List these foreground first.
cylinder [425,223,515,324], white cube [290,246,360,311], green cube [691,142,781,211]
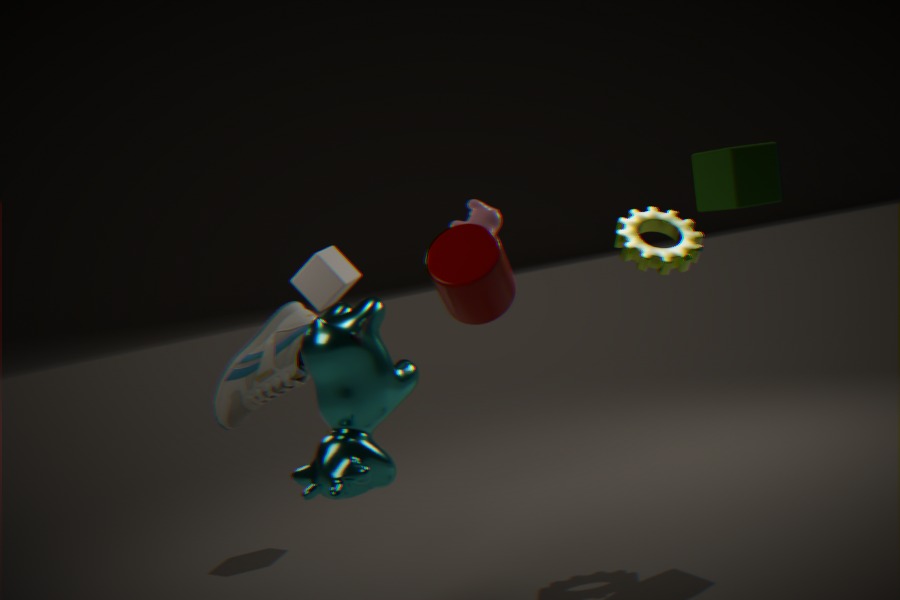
cylinder [425,223,515,324] → green cube [691,142,781,211] → white cube [290,246,360,311]
